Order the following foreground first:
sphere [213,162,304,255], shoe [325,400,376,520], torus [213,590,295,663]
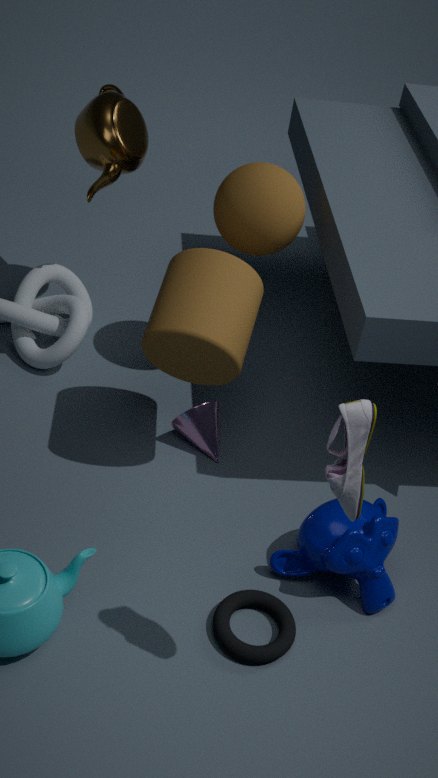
shoe [325,400,376,520]
torus [213,590,295,663]
sphere [213,162,304,255]
